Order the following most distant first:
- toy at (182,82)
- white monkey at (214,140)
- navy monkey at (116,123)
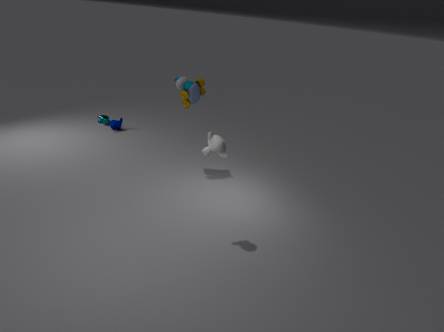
navy monkey at (116,123), toy at (182,82), white monkey at (214,140)
